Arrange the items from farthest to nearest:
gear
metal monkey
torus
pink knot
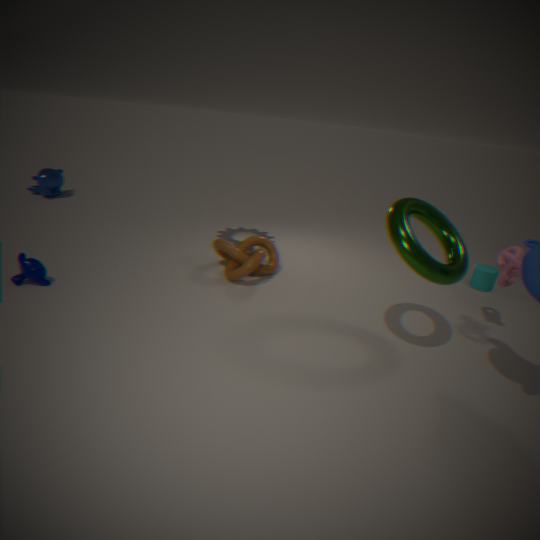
metal monkey
gear
pink knot
torus
